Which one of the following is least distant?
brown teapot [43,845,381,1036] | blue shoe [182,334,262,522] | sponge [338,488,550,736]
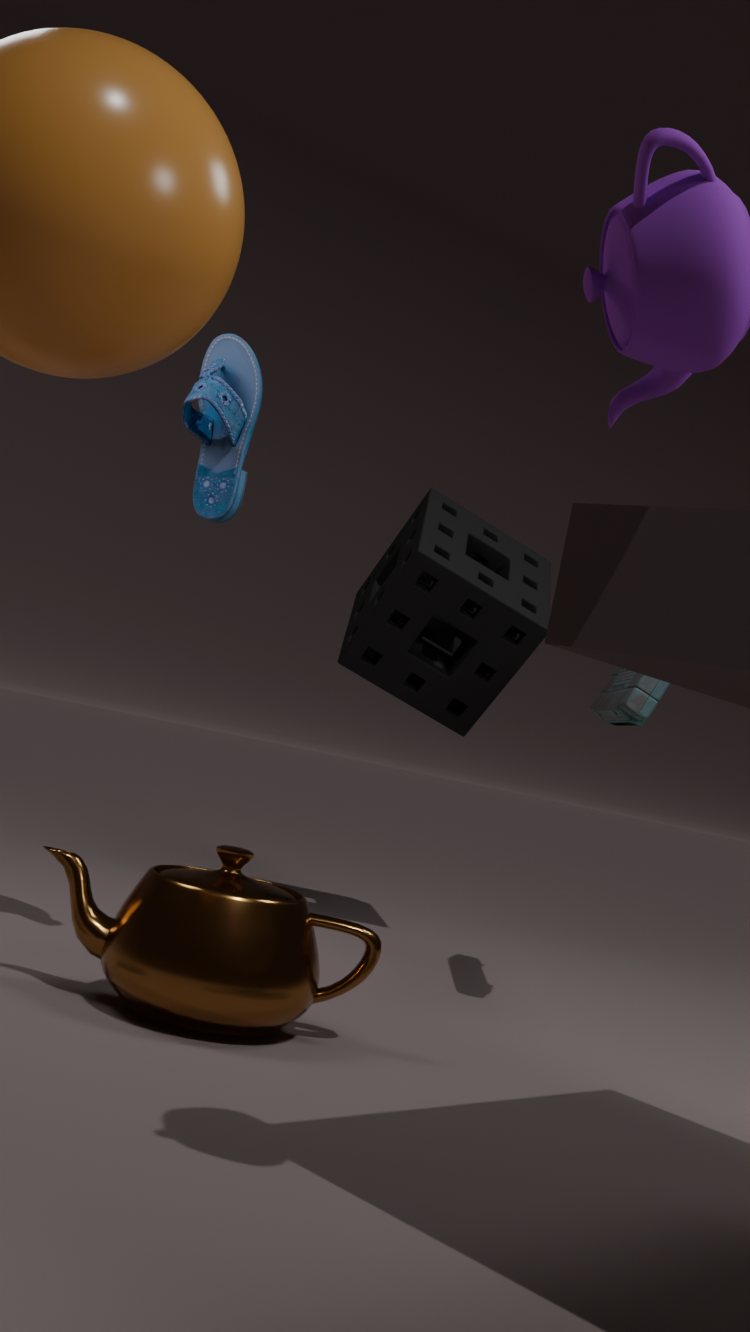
brown teapot [43,845,381,1036]
